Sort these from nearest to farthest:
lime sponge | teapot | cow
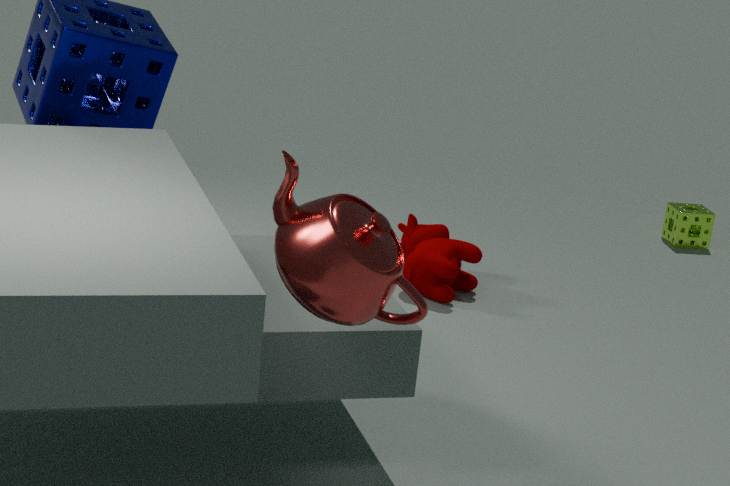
teapot → cow → lime sponge
